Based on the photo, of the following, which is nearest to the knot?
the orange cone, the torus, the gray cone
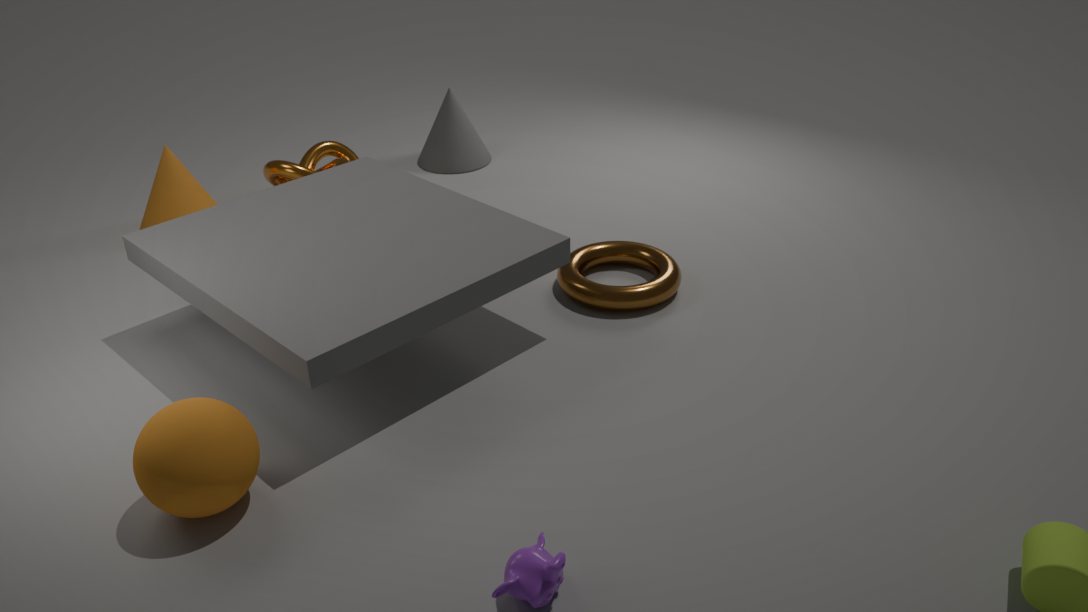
the orange cone
